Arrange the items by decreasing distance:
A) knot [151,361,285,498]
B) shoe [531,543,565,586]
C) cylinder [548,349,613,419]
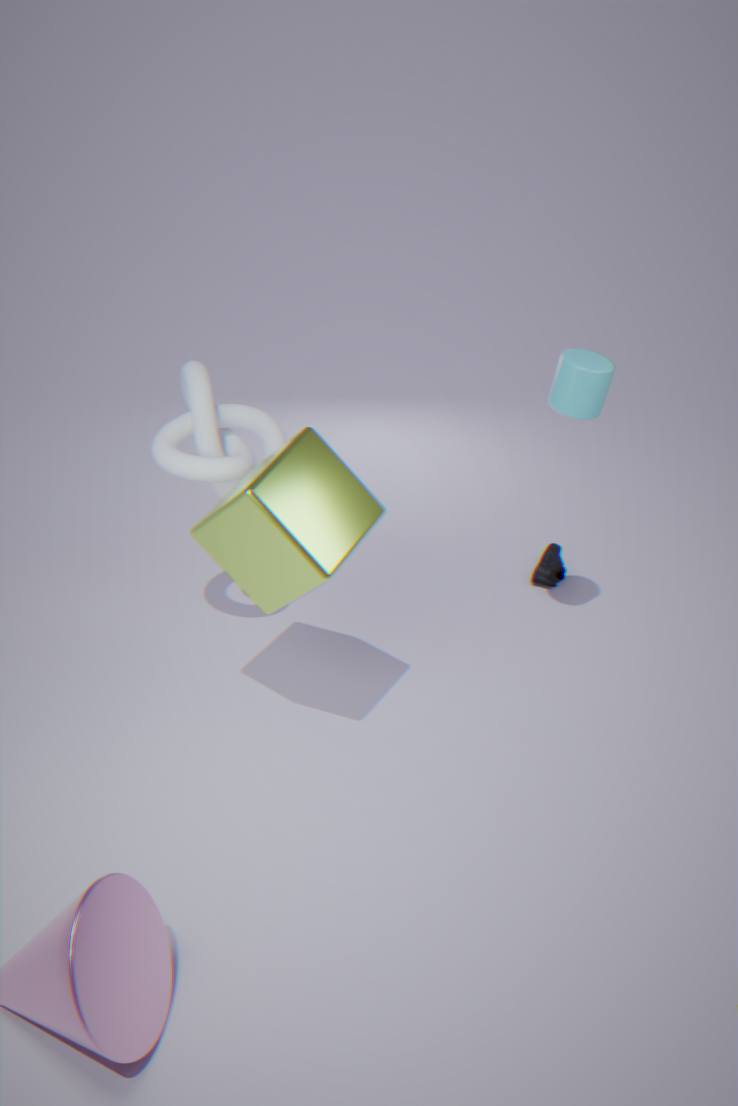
shoe [531,543,565,586] → knot [151,361,285,498] → cylinder [548,349,613,419]
